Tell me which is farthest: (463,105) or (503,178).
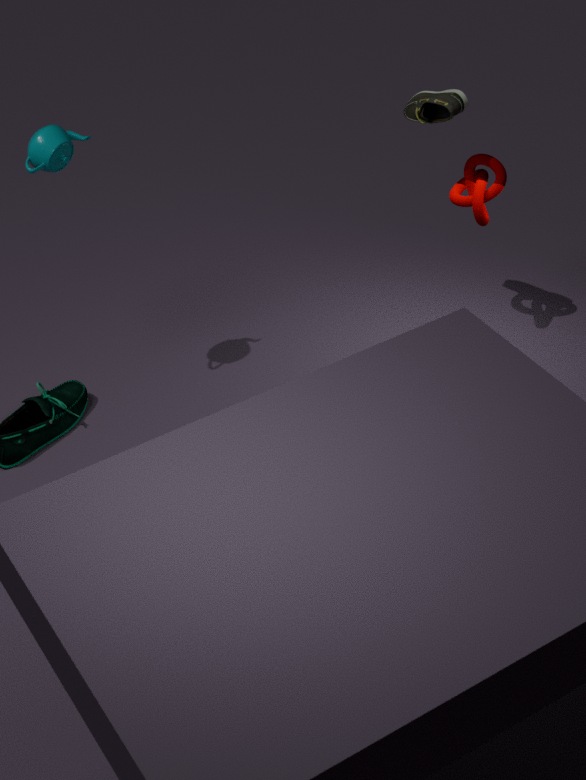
(503,178)
